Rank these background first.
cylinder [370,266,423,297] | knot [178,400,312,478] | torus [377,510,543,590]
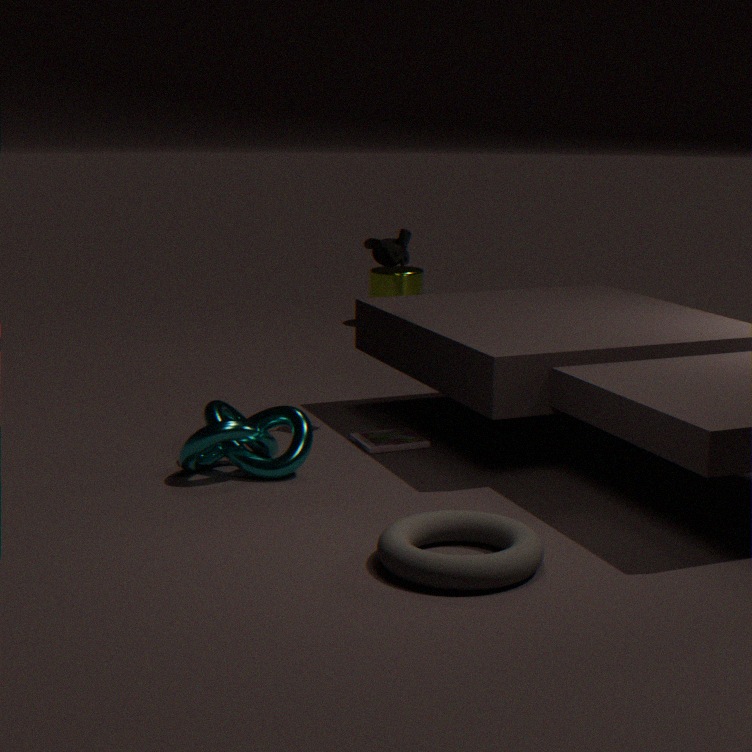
cylinder [370,266,423,297] → knot [178,400,312,478] → torus [377,510,543,590]
